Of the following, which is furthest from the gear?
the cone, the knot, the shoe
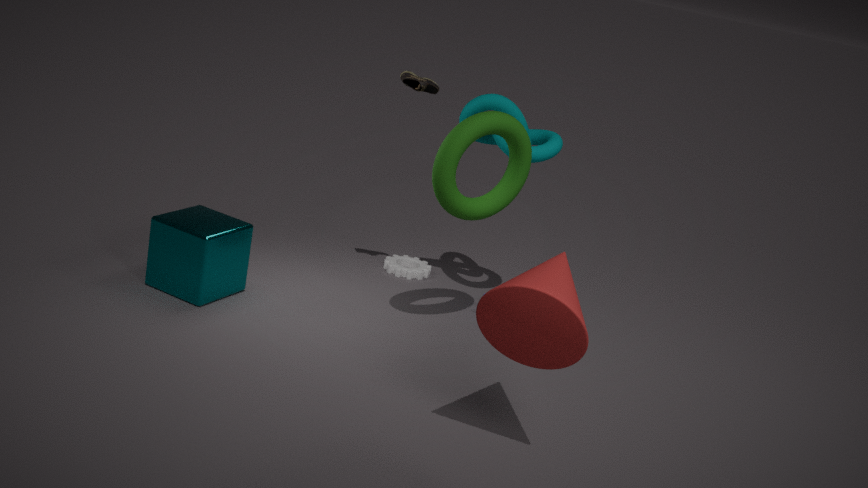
the cone
